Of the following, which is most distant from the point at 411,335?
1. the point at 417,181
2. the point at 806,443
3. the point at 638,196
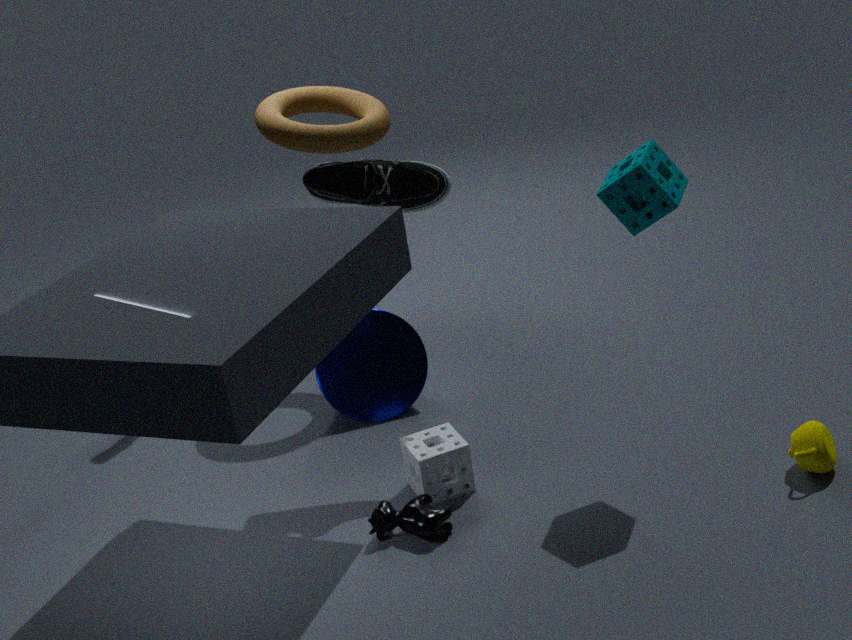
the point at 806,443
